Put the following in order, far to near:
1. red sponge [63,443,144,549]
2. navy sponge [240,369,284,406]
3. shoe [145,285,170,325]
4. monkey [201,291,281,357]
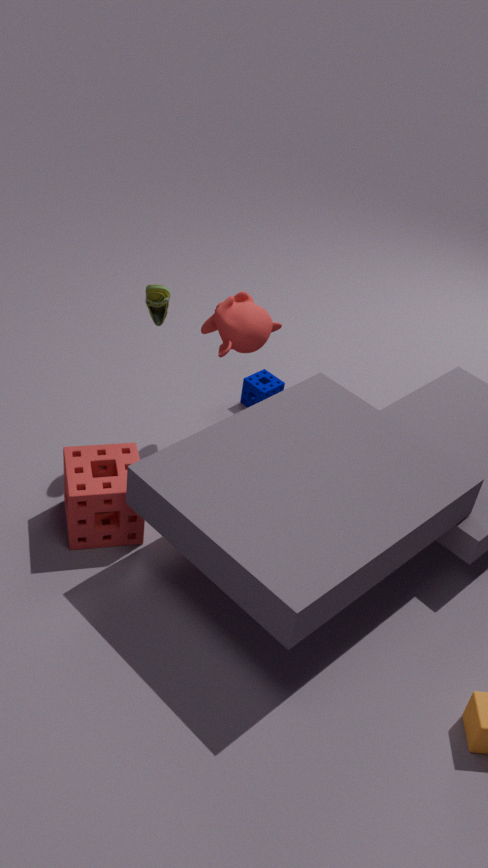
1. navy sponge [240,369,284,406]
2. monkey [201,291,281,357]
3. shoe [145,285,170,325]
4. red sponge [63,443,144,549]
